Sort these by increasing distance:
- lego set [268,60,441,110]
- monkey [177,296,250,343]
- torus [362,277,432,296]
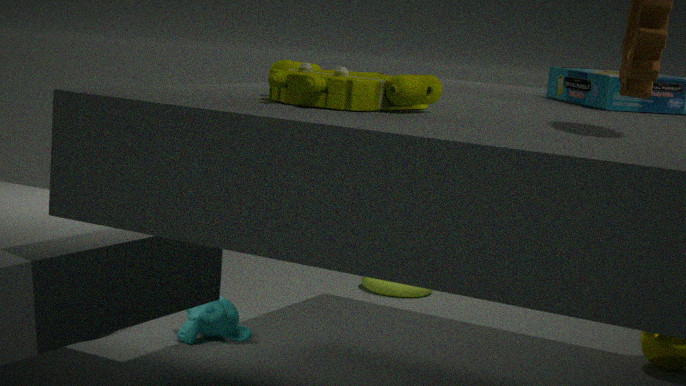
1. lego set [268,60,441,110]
2. monkey [177,296,250,343]
3. torus [362,277,432,296]
